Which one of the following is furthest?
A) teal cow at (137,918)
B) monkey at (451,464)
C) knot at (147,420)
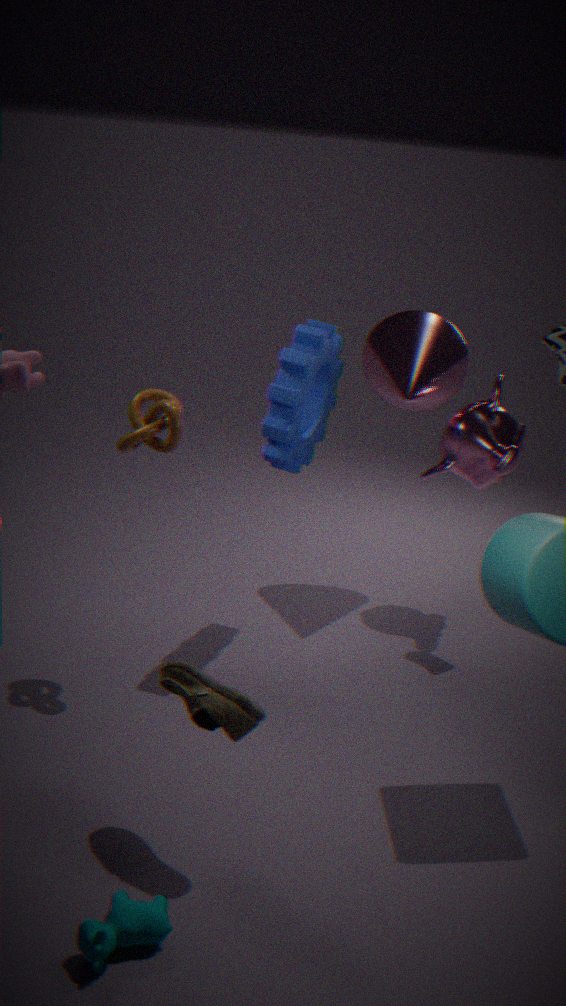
monkey at (451,464)
